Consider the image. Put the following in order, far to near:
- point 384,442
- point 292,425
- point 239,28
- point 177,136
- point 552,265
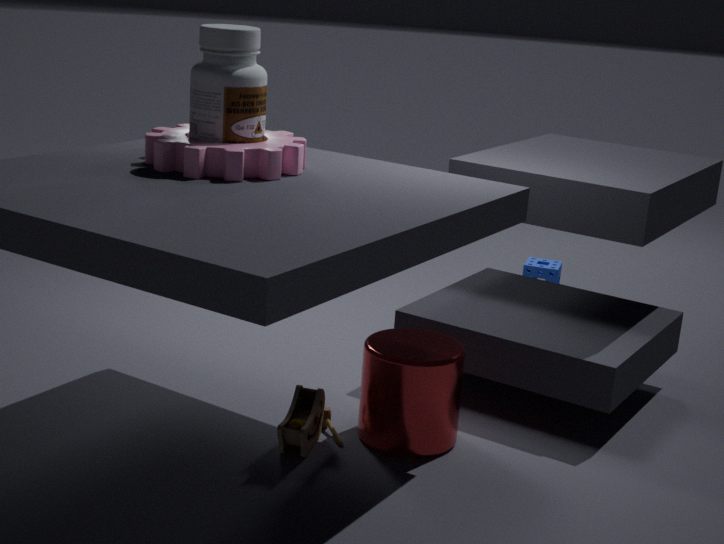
point 552,265, point 384,442, point 292,425, point 177,136, point 239,28
